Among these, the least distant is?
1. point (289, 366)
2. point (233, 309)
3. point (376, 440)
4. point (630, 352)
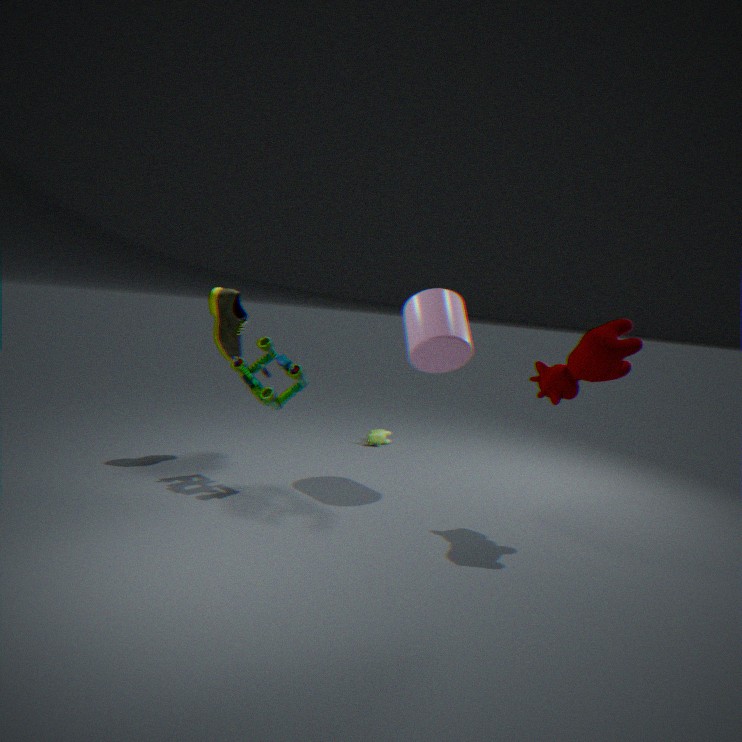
point (630, 352)
